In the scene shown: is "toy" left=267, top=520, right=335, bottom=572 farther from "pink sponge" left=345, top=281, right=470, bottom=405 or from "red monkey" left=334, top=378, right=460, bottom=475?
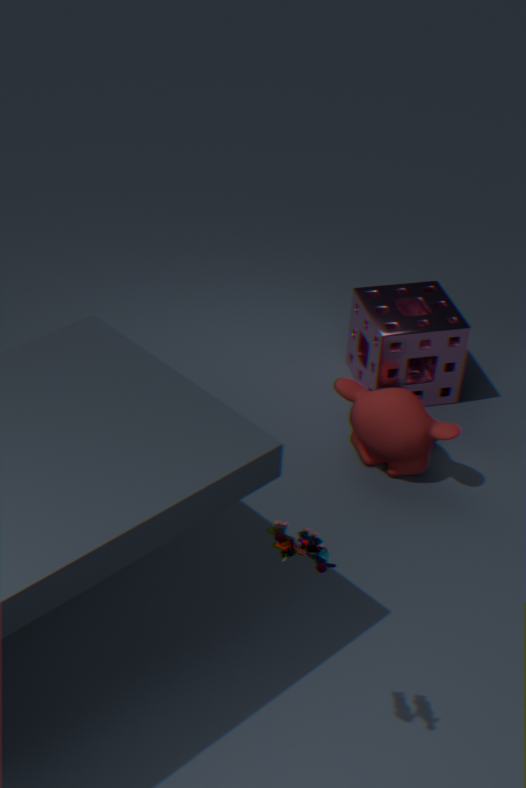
"pink sponge" left=345, top=281, right=470, bottom=405
